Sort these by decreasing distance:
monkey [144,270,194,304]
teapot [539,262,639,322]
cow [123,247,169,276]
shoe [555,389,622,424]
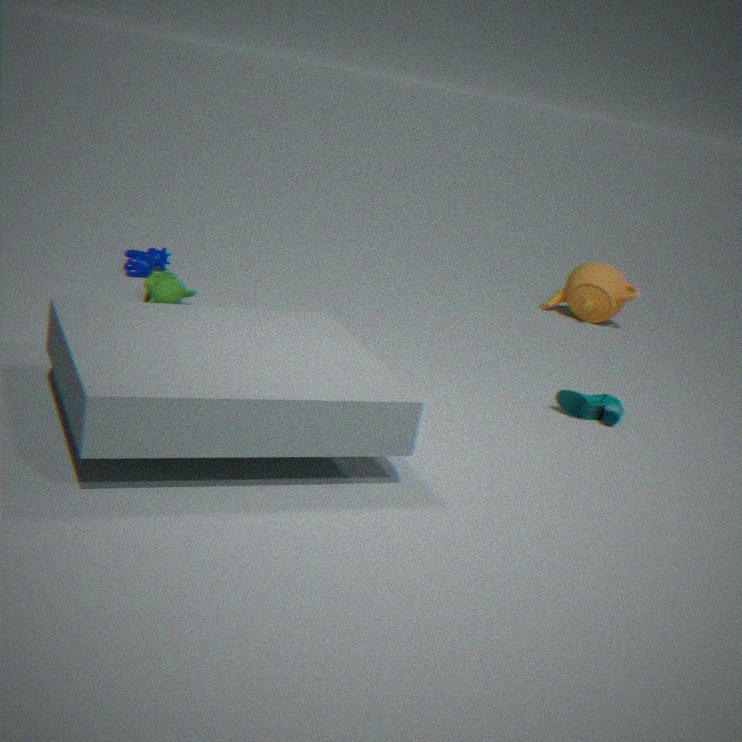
teapot [539,262,639,322] < cow [123,247,169,276] < monkey [144,270,194,304] < shoe [555,389,622,424]
